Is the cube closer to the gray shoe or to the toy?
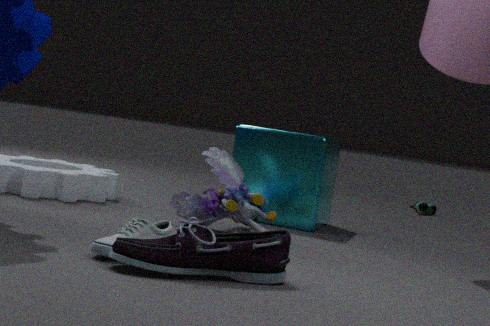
the toy
